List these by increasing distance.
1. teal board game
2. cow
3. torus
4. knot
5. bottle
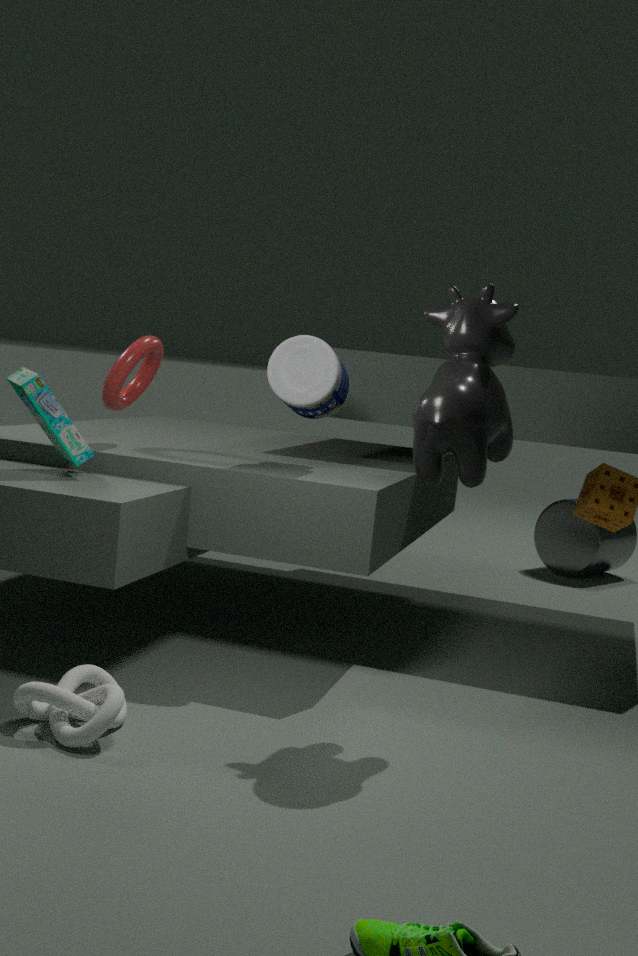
knot
cow
teal board game
bottle
torus
